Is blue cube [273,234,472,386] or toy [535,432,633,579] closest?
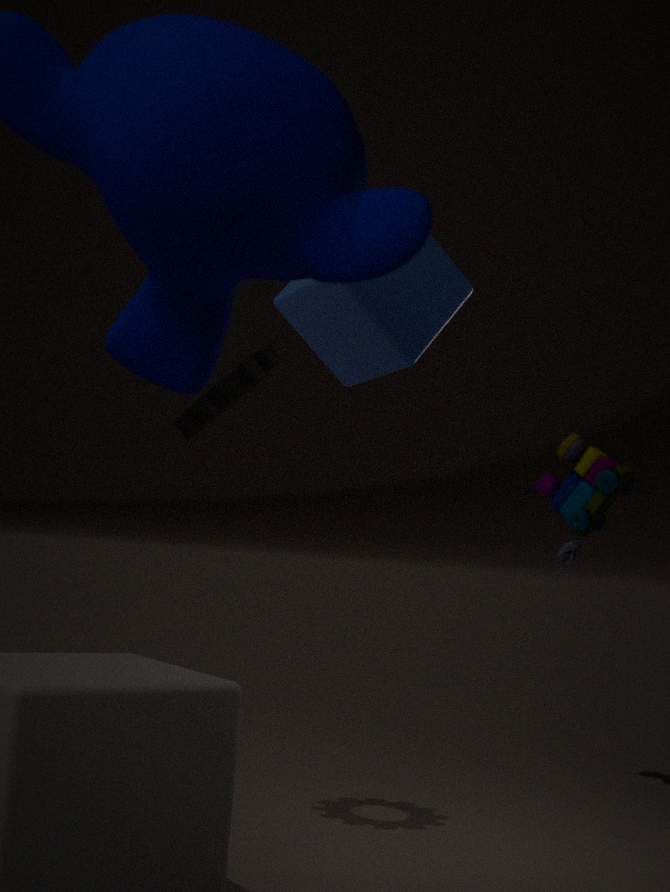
blue cube [273,234,472,386]
